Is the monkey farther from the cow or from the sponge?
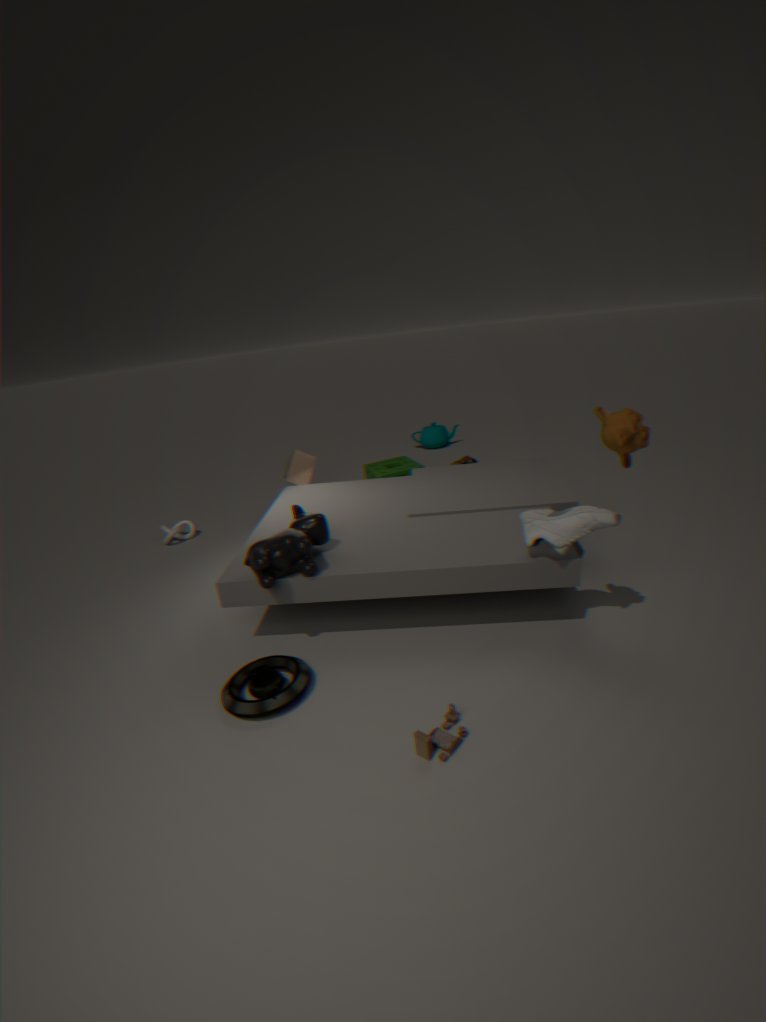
the sponge
